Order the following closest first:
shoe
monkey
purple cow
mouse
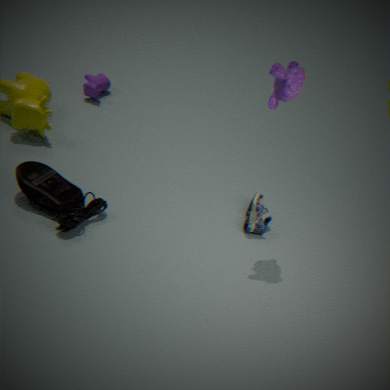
→ monkey, mouse, shoe, purple cow
